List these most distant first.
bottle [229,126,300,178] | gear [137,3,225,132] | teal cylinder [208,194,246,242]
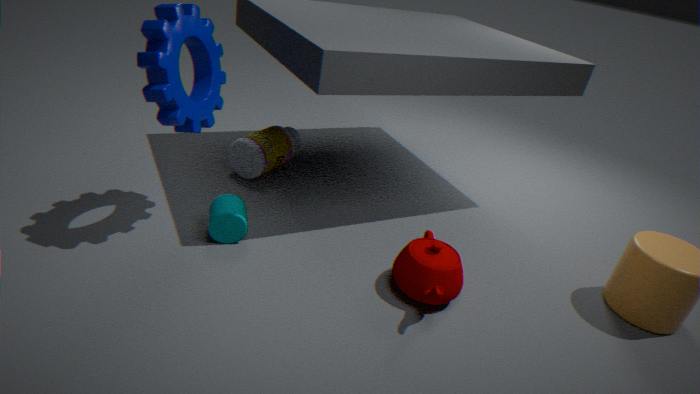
bottle [229,126,300,178]
teal cylinder [208,194,246,242]
gear [137,3,225,132]
